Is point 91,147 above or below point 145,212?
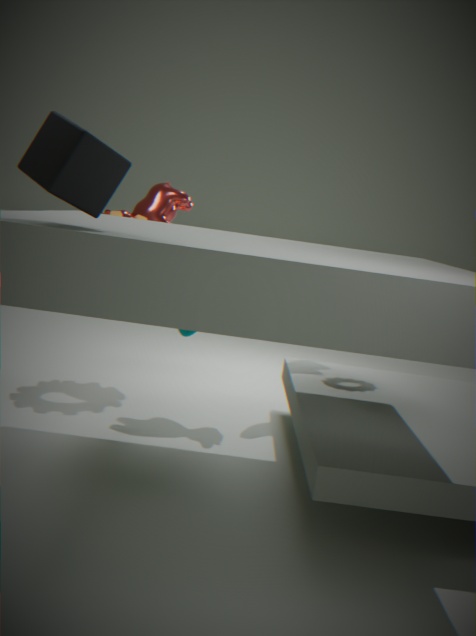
above
